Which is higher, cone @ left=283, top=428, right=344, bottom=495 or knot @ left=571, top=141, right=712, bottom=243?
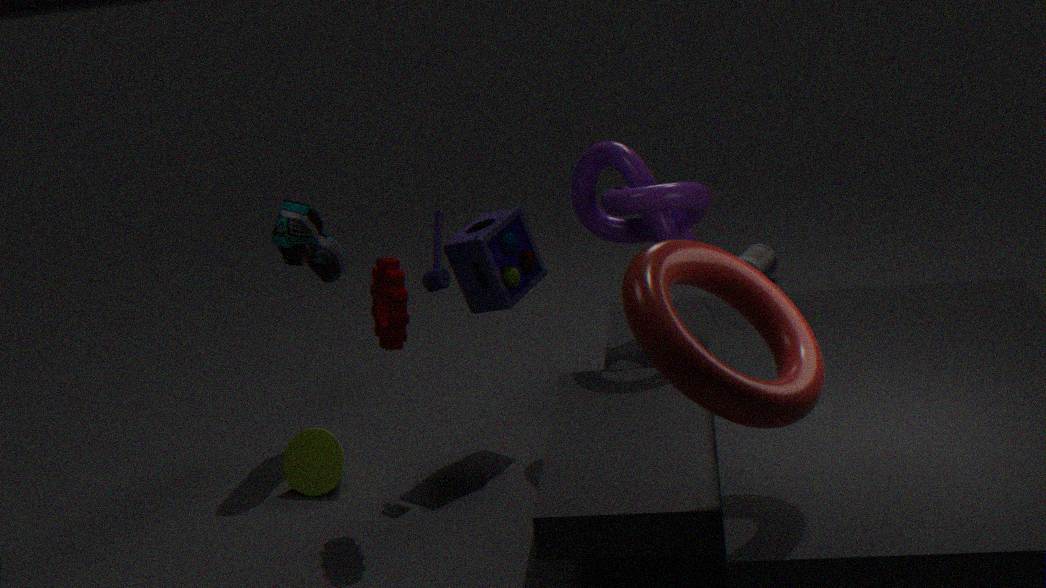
knot @ left=571, top=141, right=712, bottom=243
